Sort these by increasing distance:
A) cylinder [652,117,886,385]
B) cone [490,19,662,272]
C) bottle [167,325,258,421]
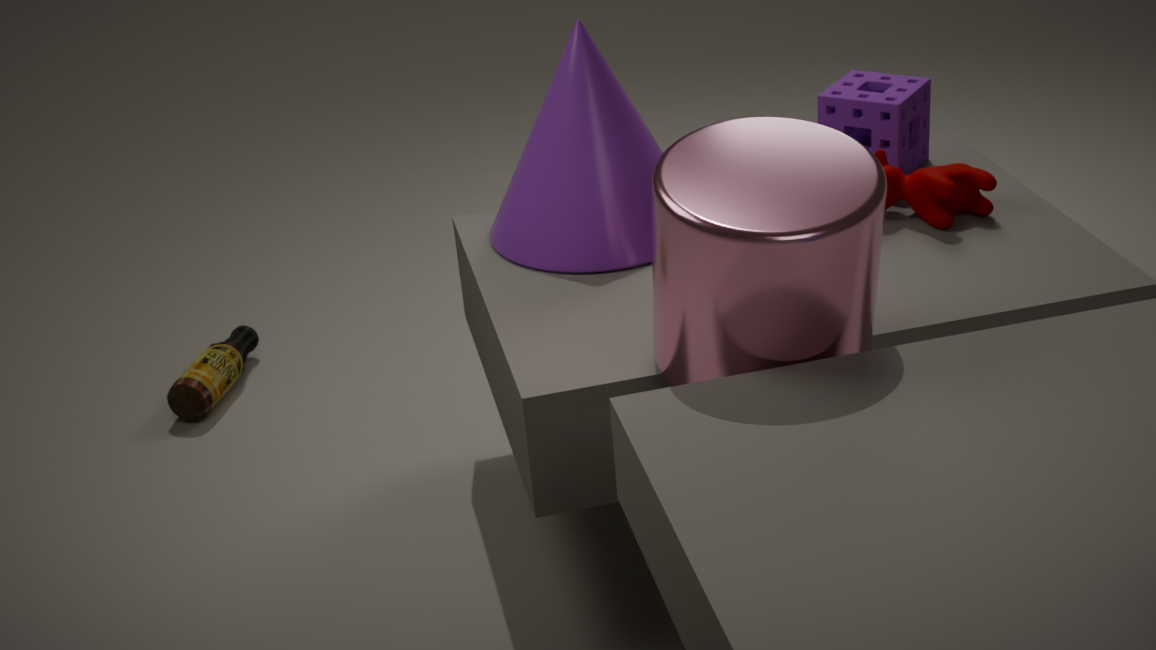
cylinder [652,117,886,385] → cone [490,19,662,272] → bottle [167,325,258,421]
